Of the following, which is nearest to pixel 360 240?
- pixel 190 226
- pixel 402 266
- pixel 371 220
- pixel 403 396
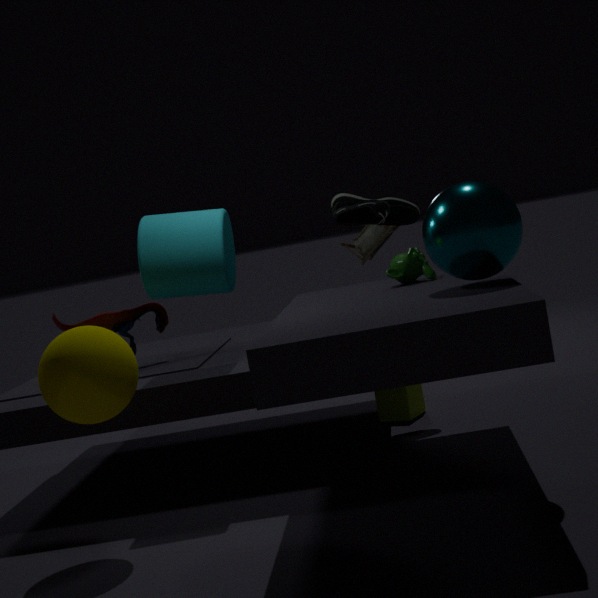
pixel 371 220
